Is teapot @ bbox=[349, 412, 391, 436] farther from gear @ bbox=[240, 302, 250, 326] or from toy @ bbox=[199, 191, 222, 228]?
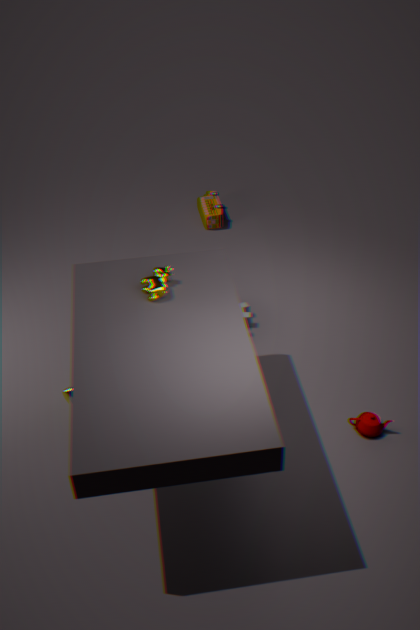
toy @ bbox=[199, 191, 222, 228]
